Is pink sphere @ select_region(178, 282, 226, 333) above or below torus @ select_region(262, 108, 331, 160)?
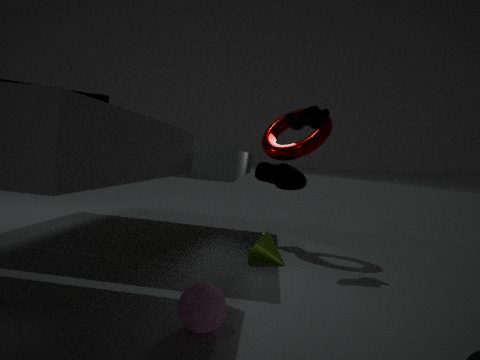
below
